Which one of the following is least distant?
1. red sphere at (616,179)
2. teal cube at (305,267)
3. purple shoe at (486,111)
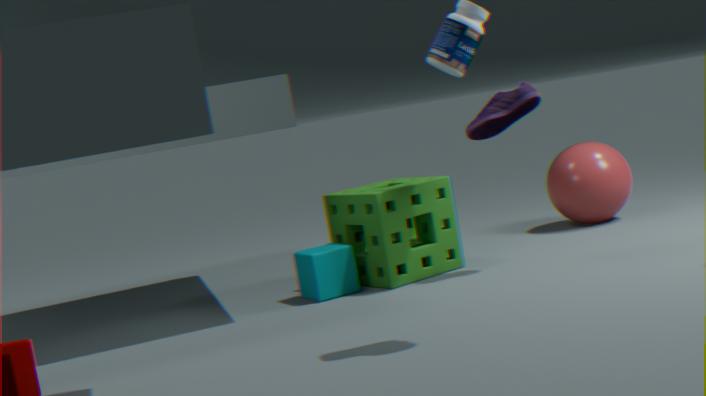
purple shoe at (486,111)
